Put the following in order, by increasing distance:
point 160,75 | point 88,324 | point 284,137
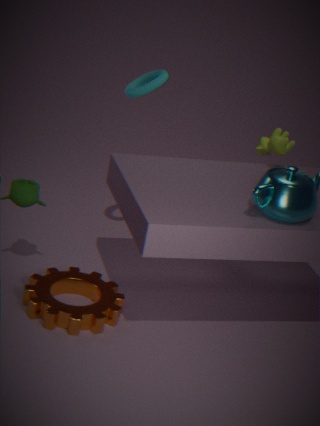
point 88,324 < point 160,75 < point 284,137
